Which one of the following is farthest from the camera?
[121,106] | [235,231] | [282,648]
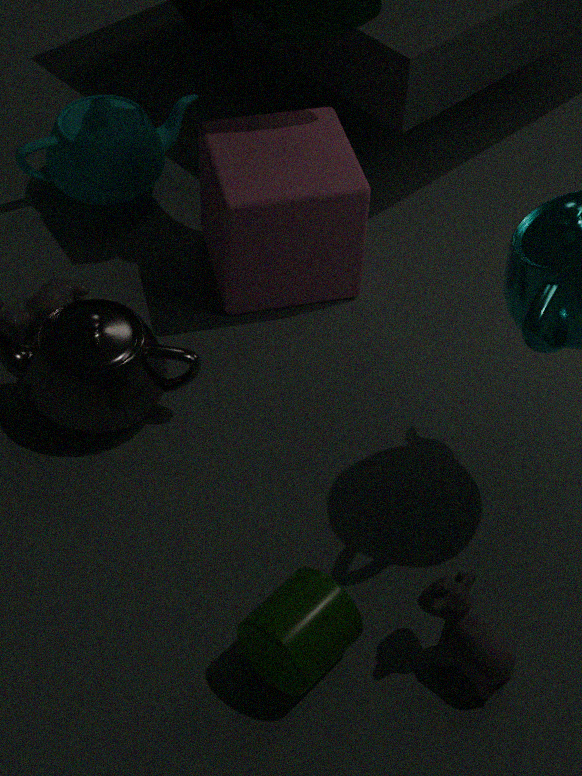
[121,106]
